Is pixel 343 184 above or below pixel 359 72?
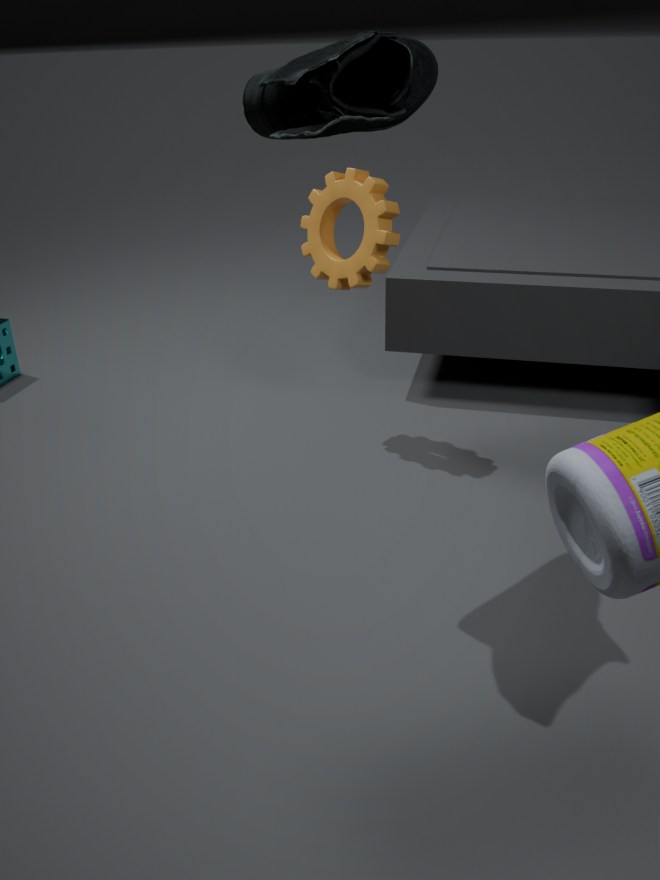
below
